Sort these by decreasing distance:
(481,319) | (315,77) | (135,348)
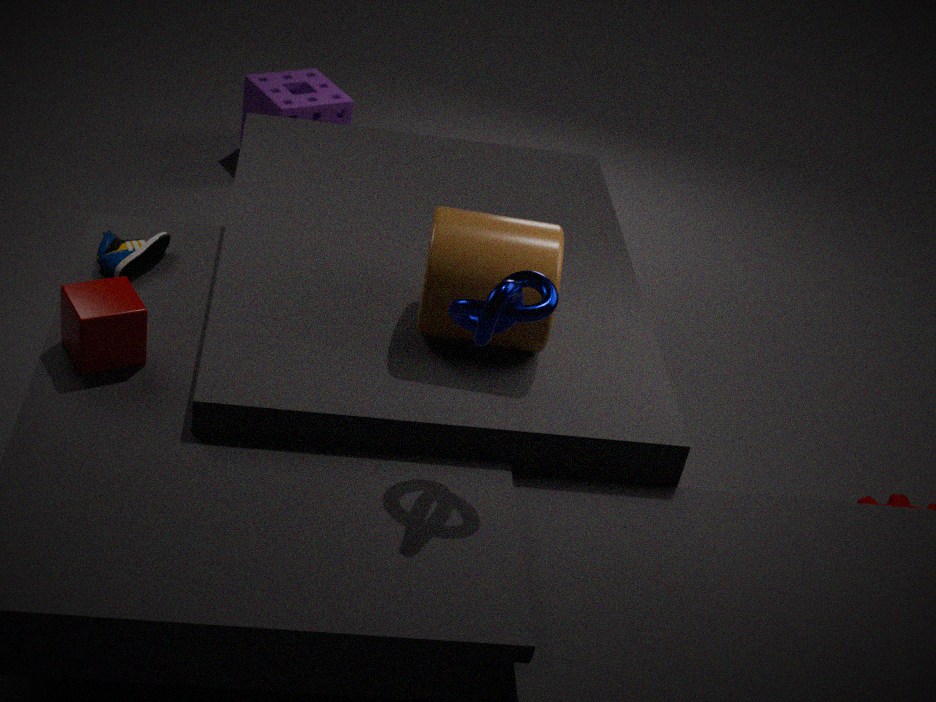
(315,77) < (135,348) < (481,319)
